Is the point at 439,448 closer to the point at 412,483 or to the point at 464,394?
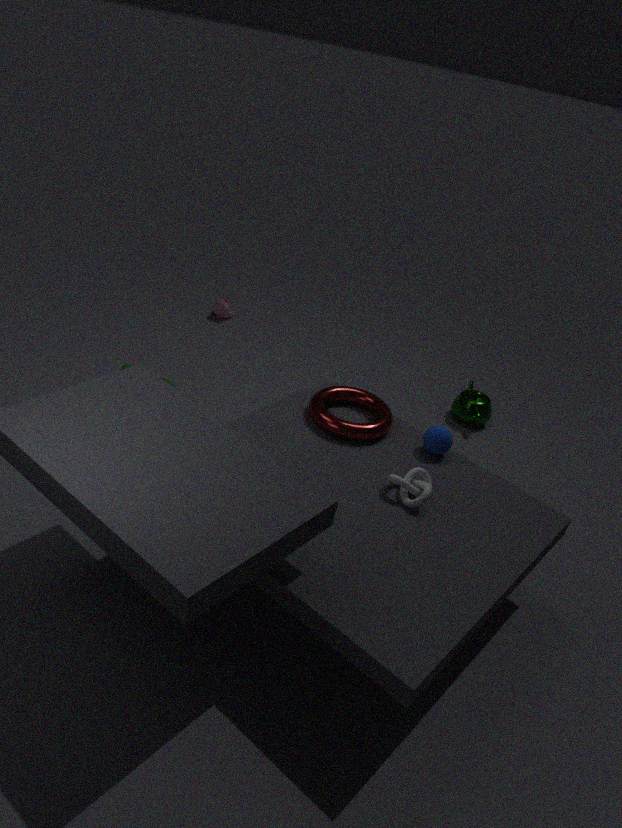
the point at 412,483
